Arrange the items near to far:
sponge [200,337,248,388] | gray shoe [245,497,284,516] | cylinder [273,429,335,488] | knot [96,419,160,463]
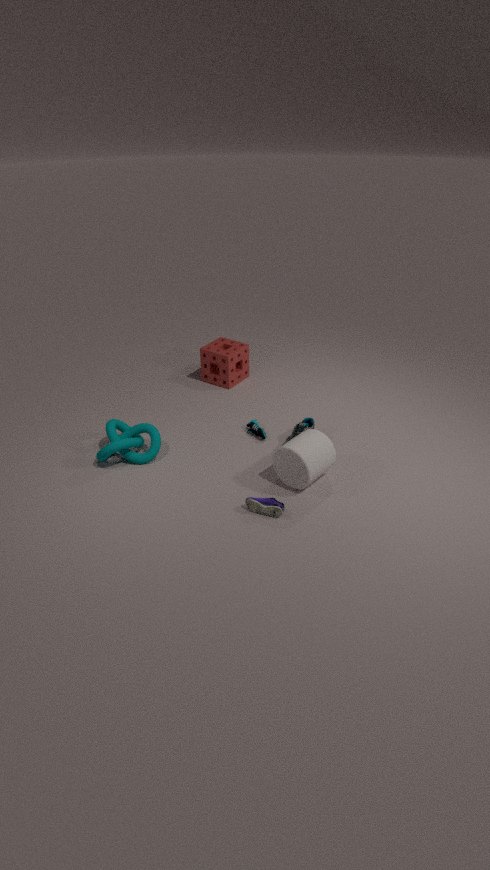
gray shoe [245,497,284,516]
cylinder [273,429,335,488]
knot [96,419,160,463]
sponge [200,337,248,388]
